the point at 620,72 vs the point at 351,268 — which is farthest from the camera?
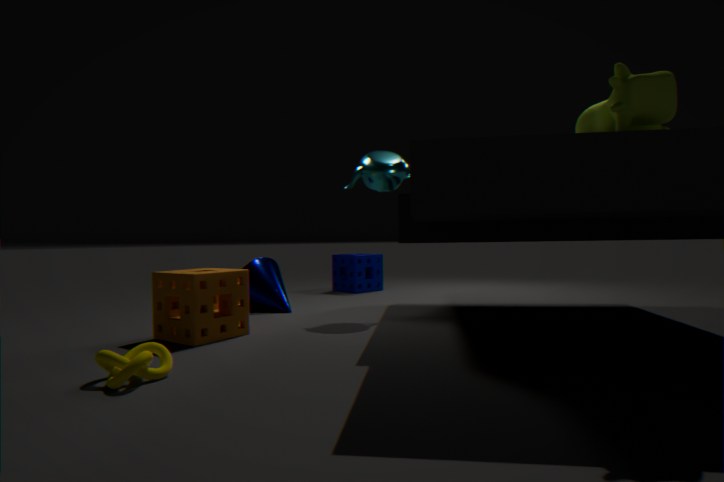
the point at 351,268
